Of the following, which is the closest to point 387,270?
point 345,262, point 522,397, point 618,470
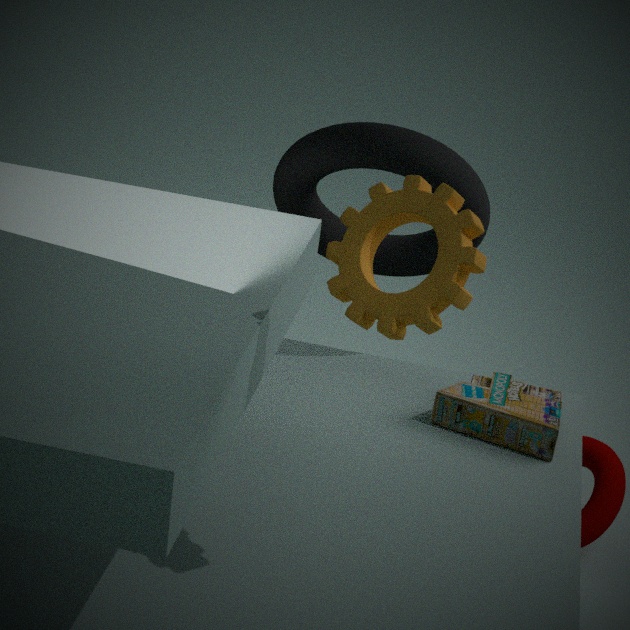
point 522,397
